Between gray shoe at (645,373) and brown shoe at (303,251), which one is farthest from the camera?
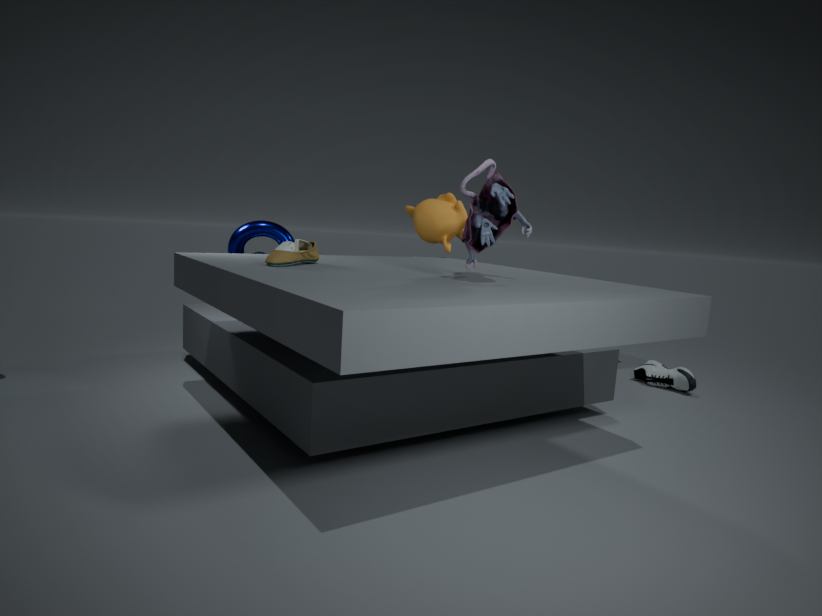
gray shoe at (645,373)
